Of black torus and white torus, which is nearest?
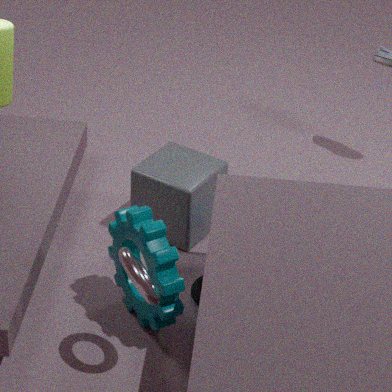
white torus
